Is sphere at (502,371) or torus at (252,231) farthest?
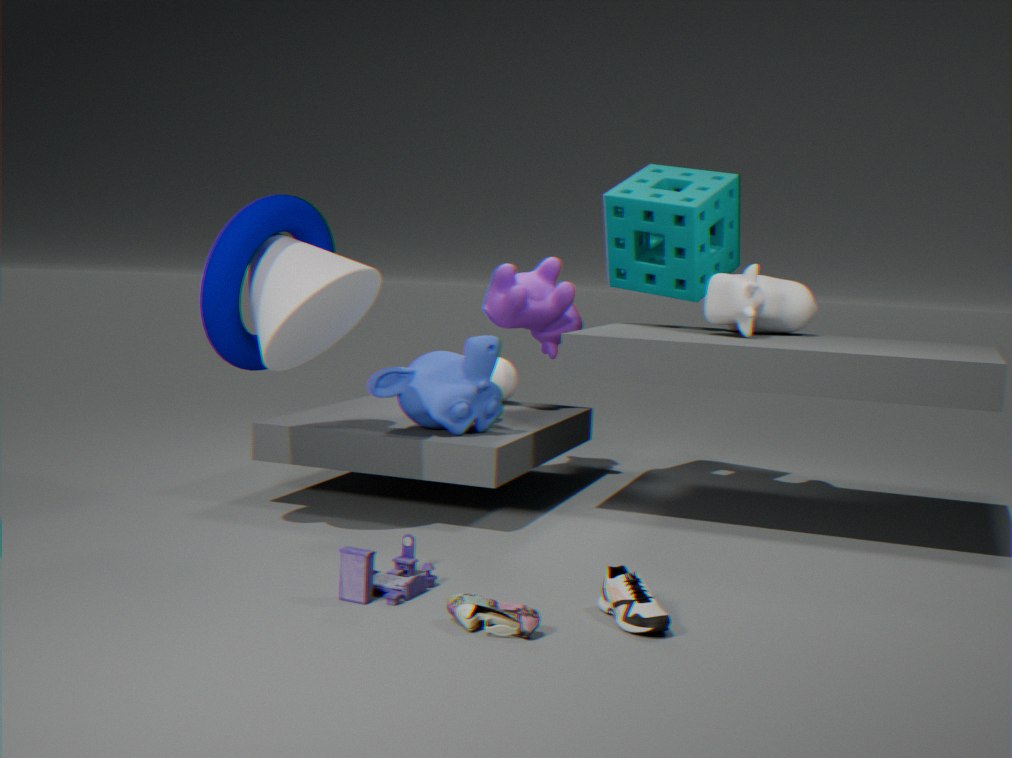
sphere at (502,371)
